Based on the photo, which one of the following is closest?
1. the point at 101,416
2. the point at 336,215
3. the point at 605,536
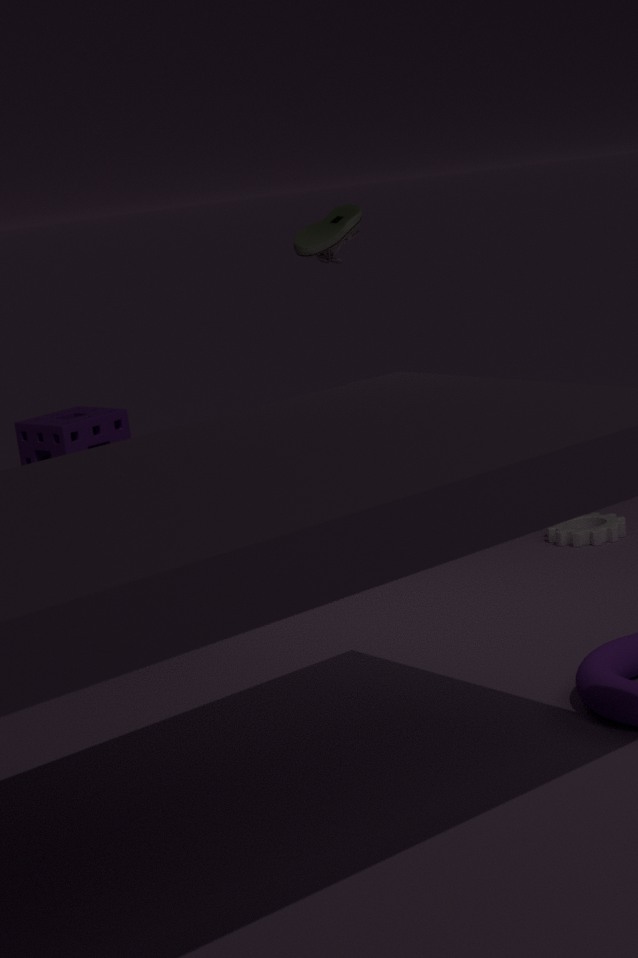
the point at 336,215
